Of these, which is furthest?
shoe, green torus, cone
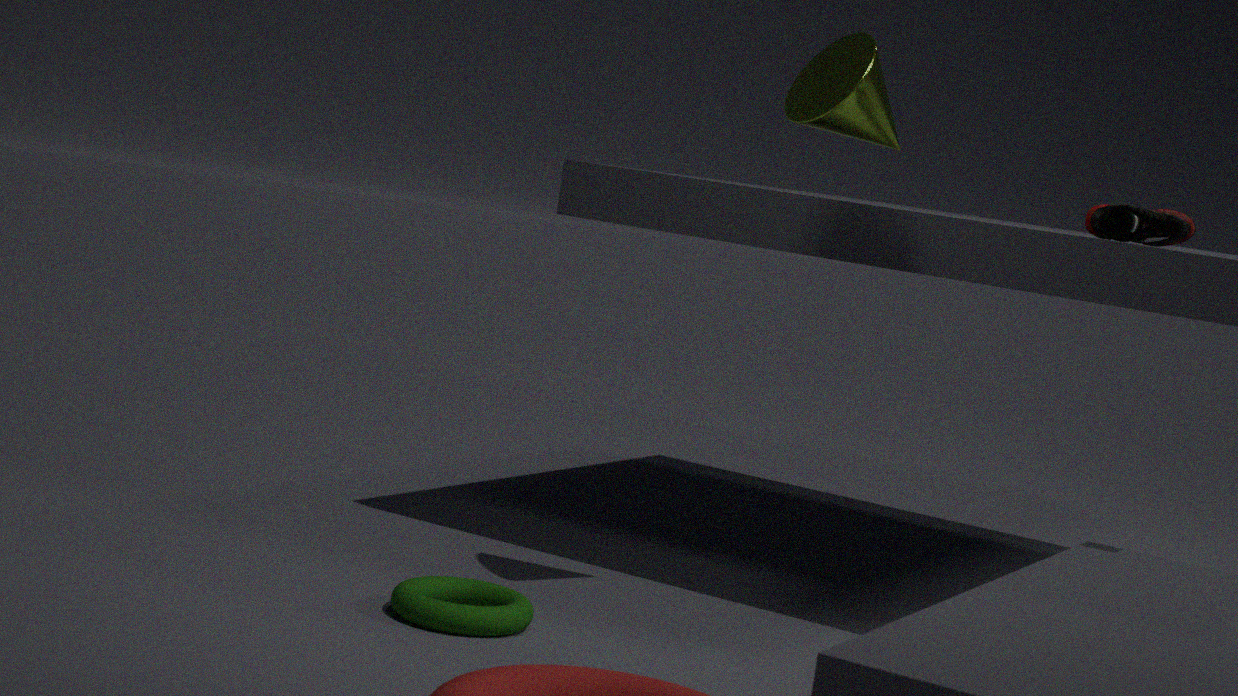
shoe
